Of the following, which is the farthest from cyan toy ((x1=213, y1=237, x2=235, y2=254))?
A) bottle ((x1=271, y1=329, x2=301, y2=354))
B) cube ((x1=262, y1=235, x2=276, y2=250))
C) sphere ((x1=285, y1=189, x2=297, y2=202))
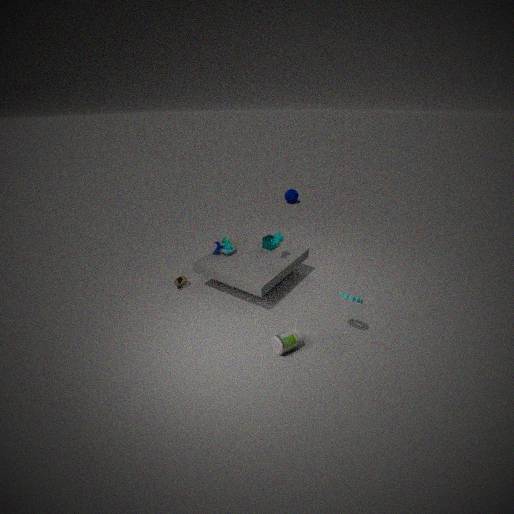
sphere ((x1=285, y1=189, x2=297, y2=202))
